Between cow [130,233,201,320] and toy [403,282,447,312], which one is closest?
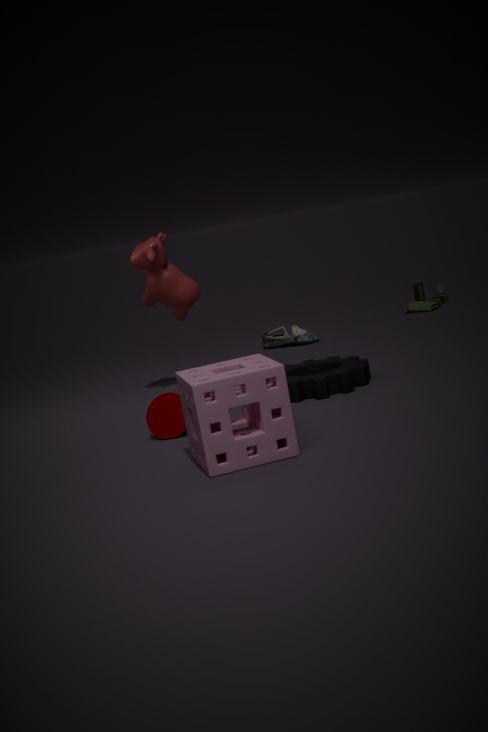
cow [130,233,201,320]
